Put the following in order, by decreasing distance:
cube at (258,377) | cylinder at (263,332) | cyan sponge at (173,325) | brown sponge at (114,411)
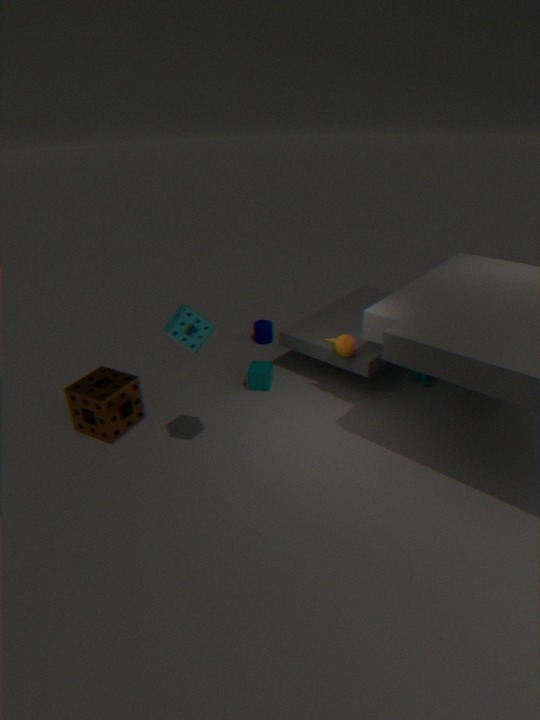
cylinder at (263,332) < cube at (258,377) < brown sponge at (114,411) < cyan sponge at (173,325)
